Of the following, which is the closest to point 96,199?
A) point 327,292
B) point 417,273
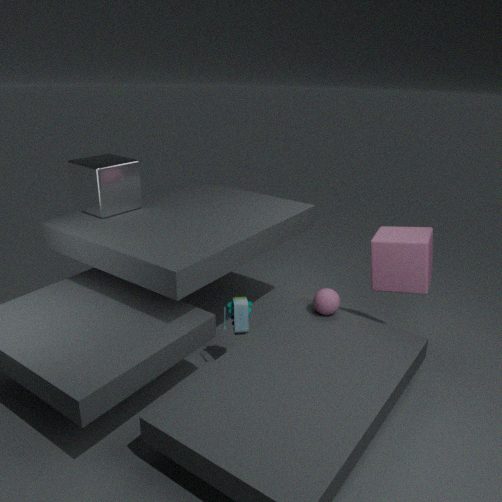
point 327,292
